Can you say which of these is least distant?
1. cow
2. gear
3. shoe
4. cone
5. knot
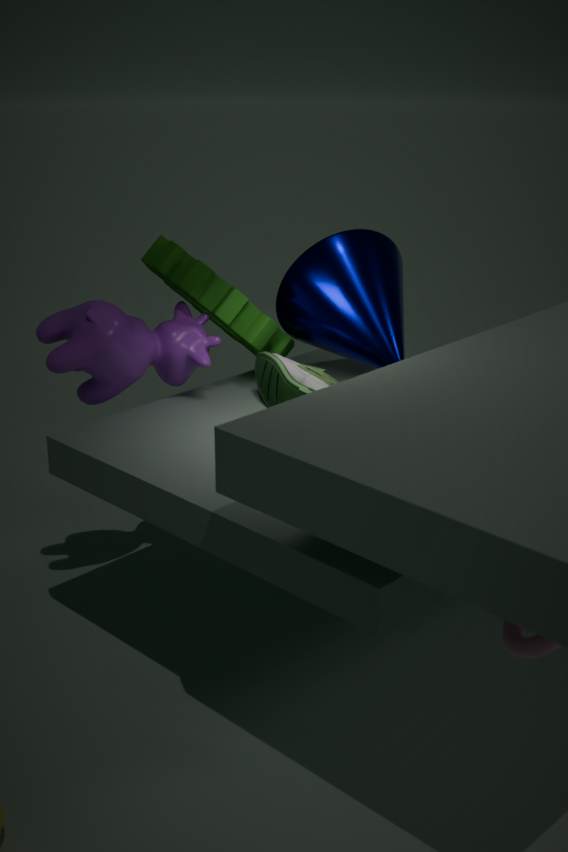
knot
